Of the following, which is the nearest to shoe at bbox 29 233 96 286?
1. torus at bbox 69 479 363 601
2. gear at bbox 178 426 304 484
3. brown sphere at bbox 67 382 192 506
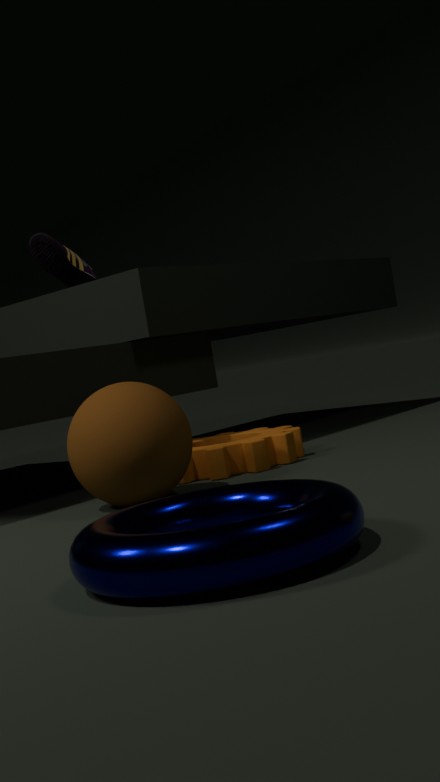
gear at bbox 178 426 304 484
